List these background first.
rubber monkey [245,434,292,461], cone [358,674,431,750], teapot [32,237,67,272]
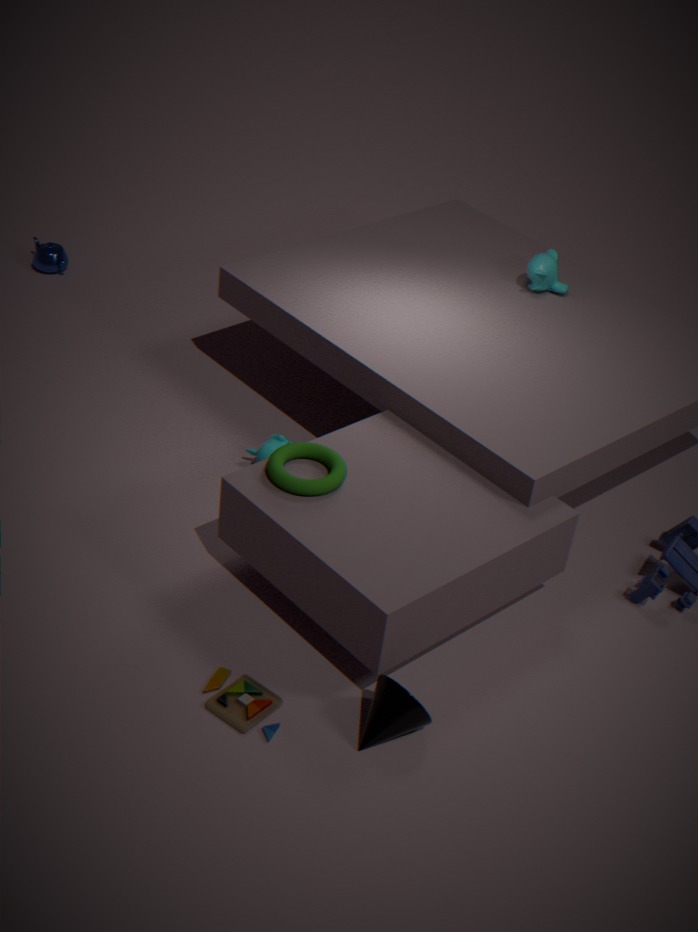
teapot [32,237,67,272]
rubber monkey [245,434,292,461]
cone [358,674,431,750]
